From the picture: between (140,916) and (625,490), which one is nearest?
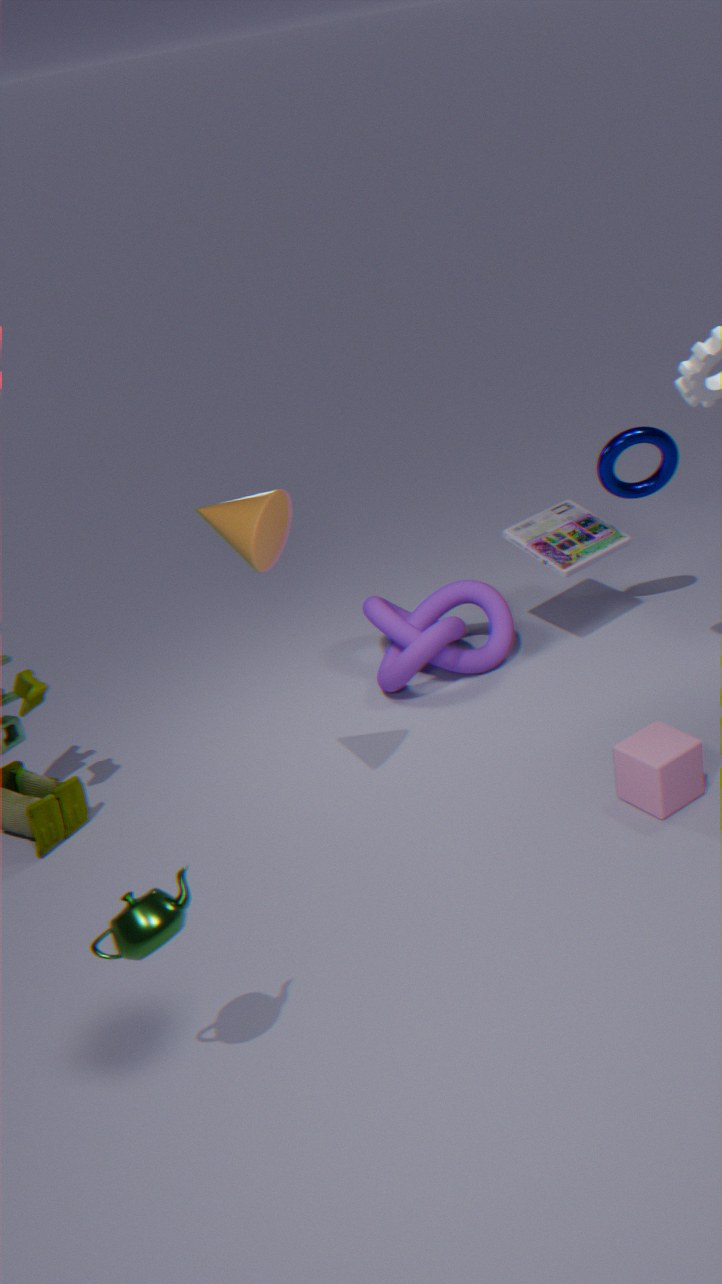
(140,916)
